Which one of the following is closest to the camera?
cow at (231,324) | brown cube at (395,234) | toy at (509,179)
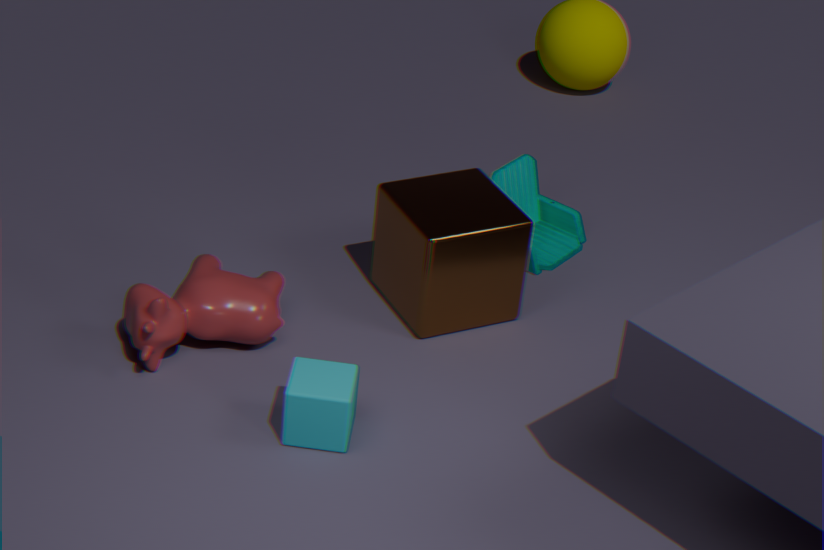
cow at (231,324)
